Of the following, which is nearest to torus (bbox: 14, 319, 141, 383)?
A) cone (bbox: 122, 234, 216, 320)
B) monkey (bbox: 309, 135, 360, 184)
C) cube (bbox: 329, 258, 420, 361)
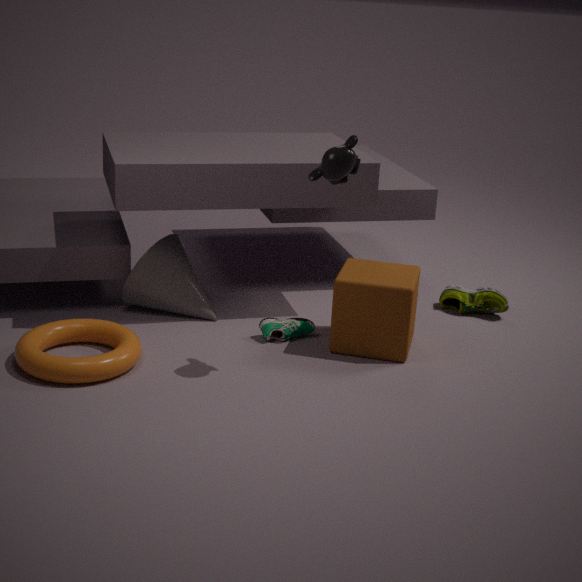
cone (bbox: 122, 234, 216, 320)
